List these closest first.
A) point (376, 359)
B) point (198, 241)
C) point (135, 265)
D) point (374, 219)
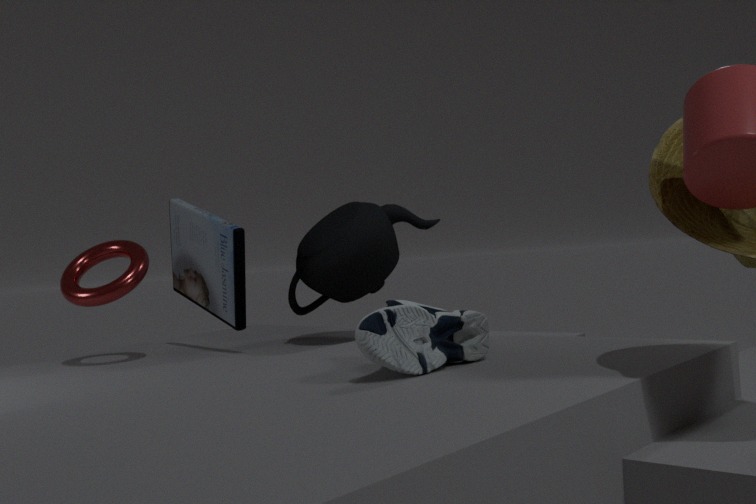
point (376, 359) → point (135, 265) → point (374, 219) → point (198, 241)
